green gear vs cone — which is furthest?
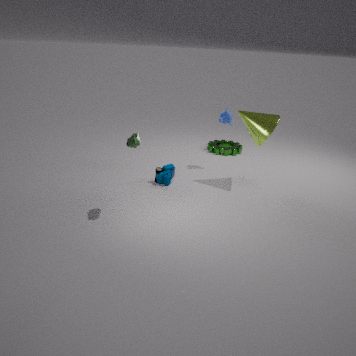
green gear
